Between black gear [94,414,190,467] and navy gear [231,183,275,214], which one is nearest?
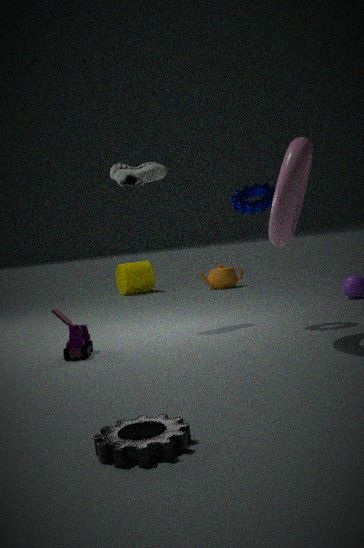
black gear [94,414,190,467]
